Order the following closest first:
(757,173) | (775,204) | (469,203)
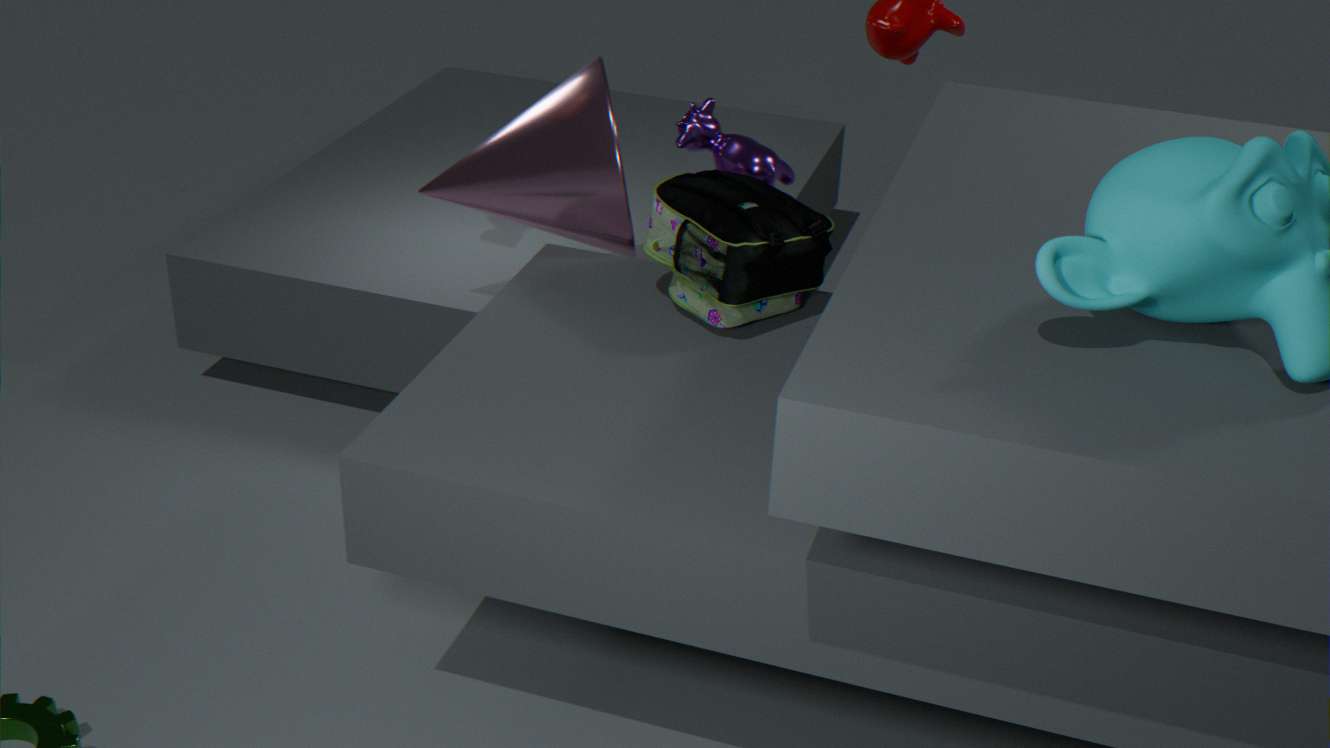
(775,204)
(757,173)
(469,203)
